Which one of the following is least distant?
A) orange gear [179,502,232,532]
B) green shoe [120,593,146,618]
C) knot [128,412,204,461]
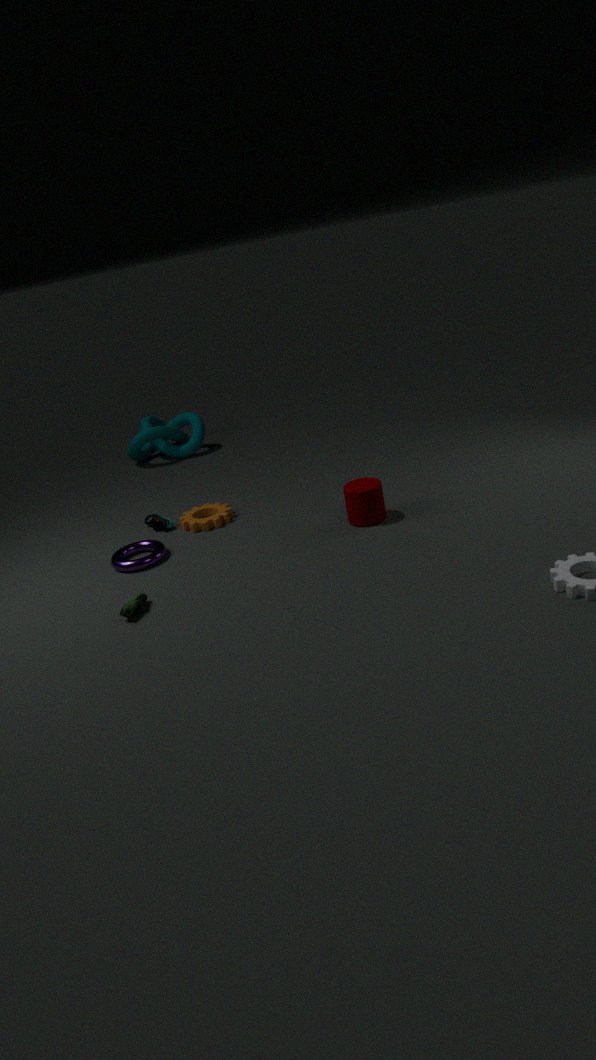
green shoe [120,593,146,618]
